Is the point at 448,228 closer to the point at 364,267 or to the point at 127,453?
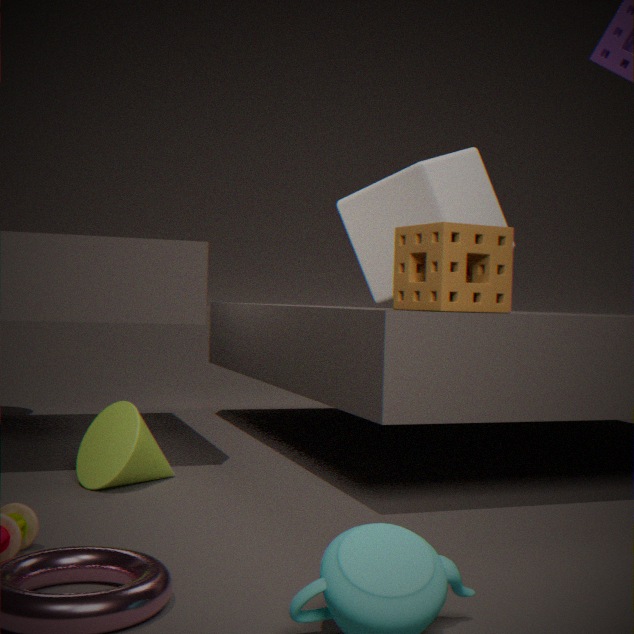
the point at 127,453
